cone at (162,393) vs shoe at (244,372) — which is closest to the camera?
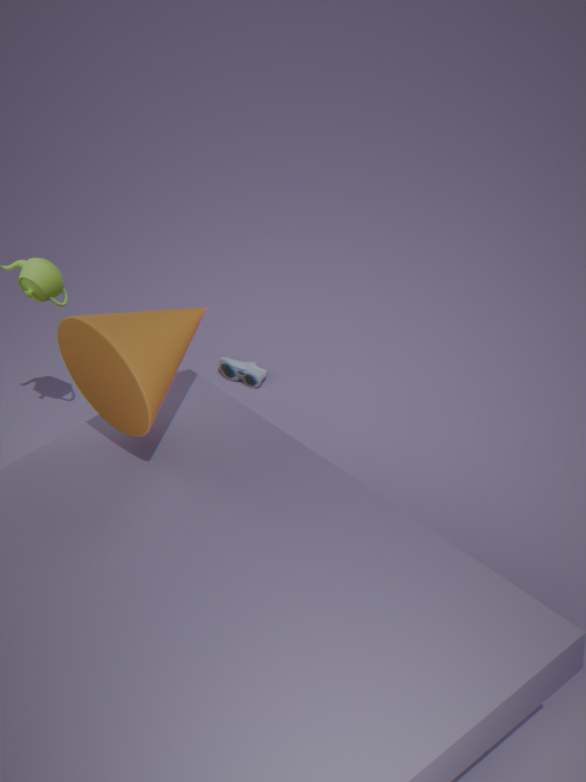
cone at (162,393)
